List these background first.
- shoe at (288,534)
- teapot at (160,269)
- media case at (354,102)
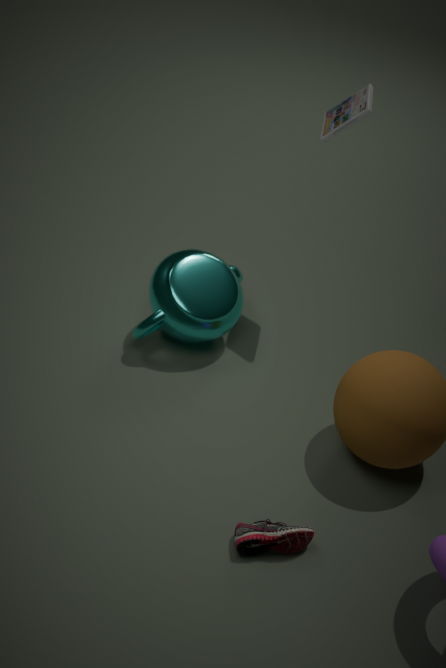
teapot at (160,269), media case at (354,102), shoe at (288,534)
